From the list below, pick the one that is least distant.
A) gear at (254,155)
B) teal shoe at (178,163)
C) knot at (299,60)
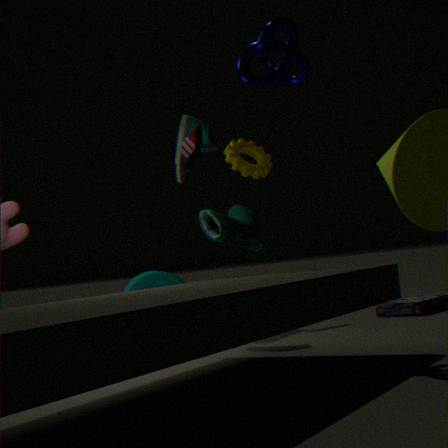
knot at (299,60)
